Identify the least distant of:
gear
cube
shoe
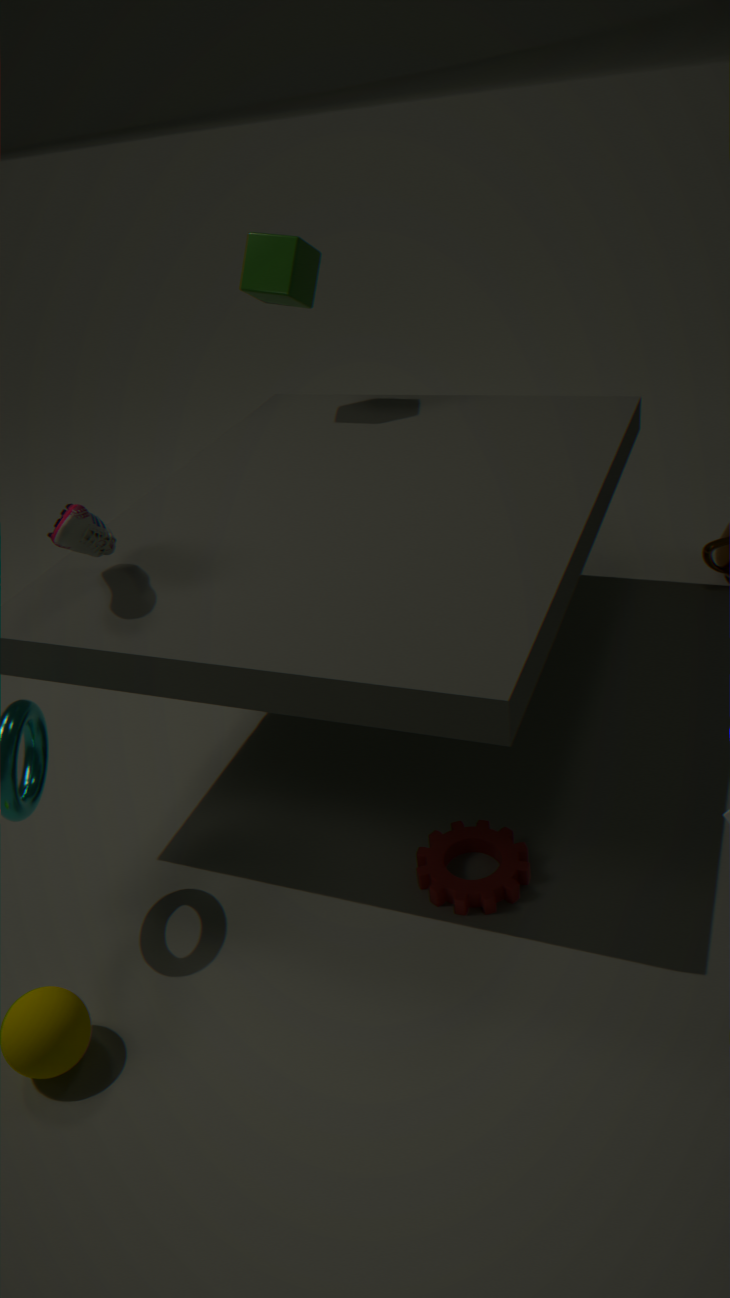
shoe
